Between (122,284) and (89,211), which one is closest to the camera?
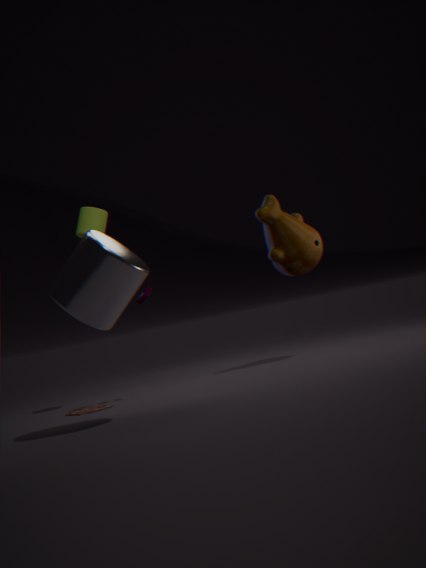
(122,284)
